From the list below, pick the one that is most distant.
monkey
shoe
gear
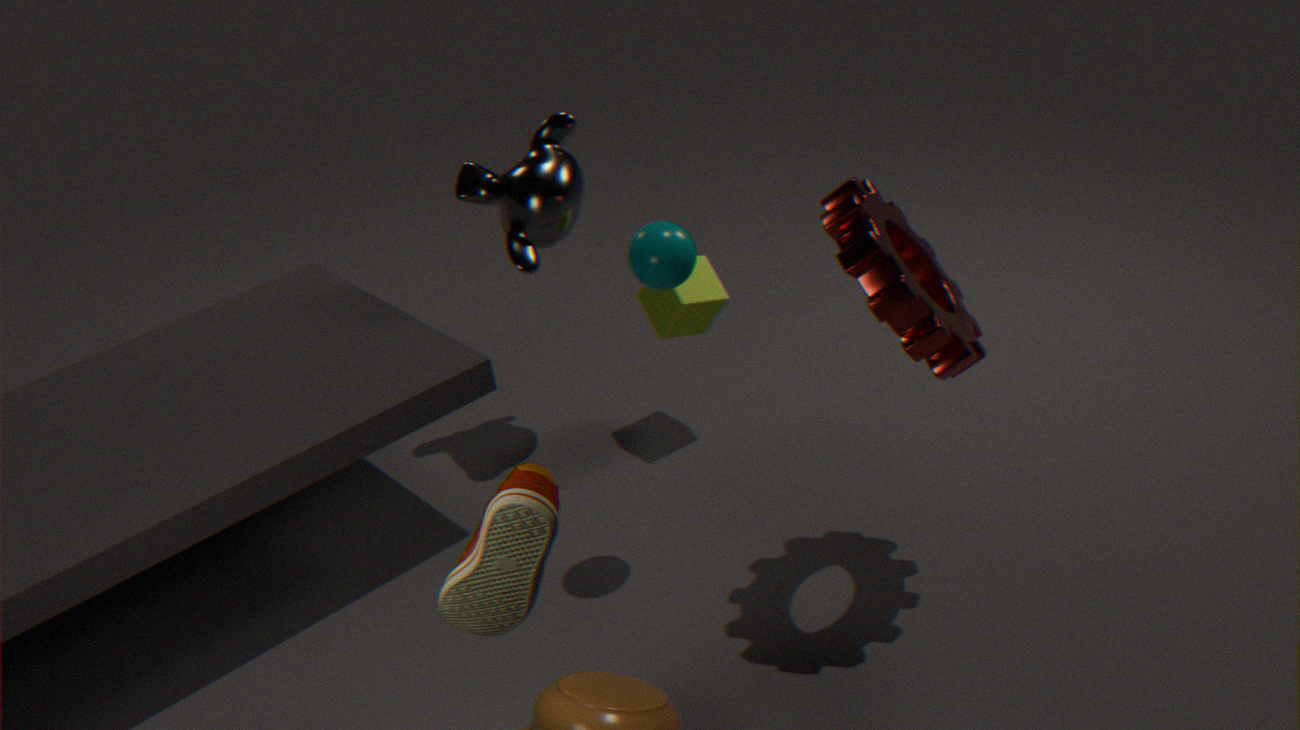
monkey
